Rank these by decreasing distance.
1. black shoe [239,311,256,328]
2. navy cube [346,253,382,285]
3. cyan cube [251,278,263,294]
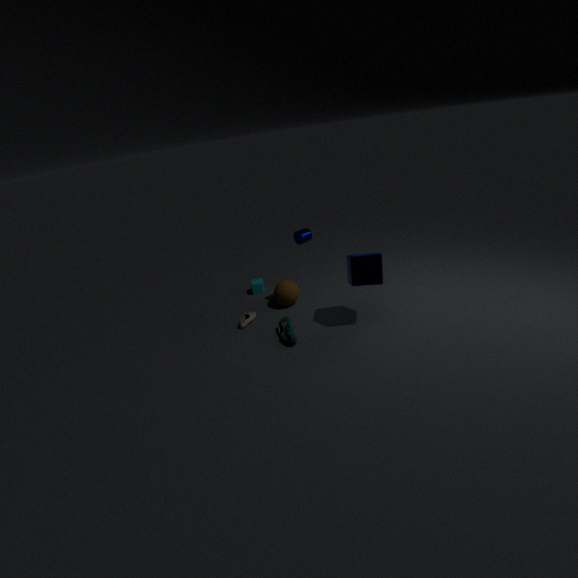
cyan cube [251,278,263,294]
black shoe [239,311,256,328]
navy cube [346,253,382,285]
